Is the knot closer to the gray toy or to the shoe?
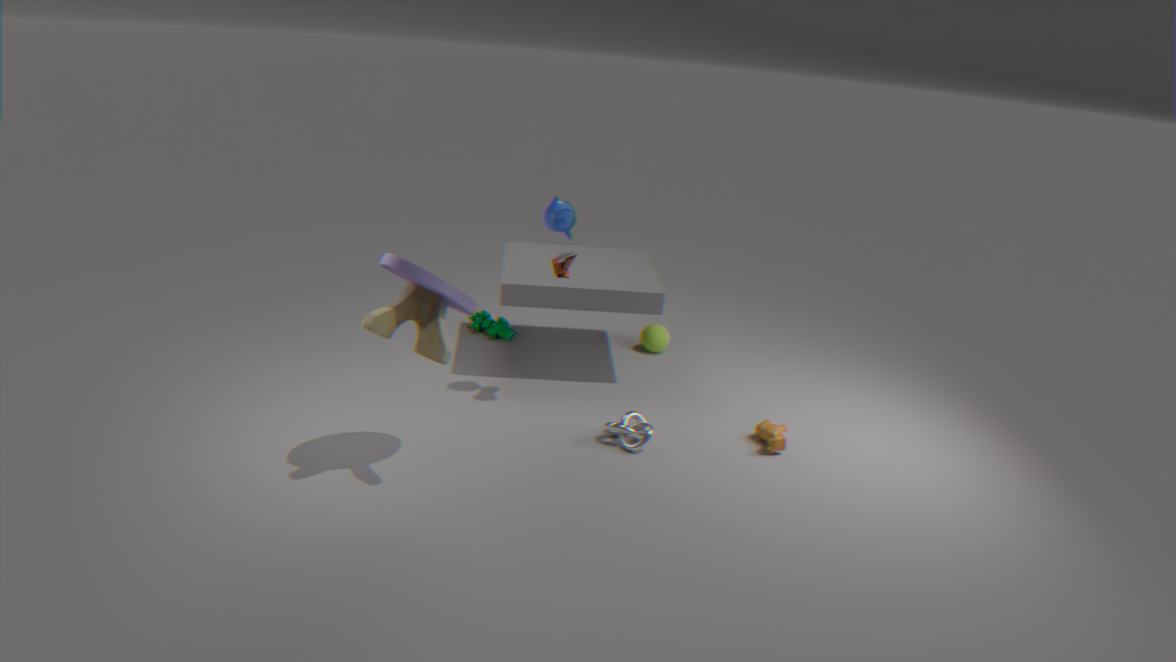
the shoe
